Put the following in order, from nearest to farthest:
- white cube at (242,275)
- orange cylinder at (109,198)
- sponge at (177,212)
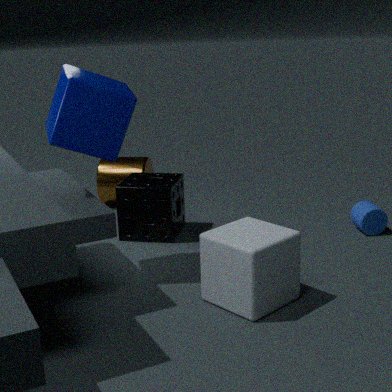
white cube at (242,275)
sponge at (177,212)
orange cylinder at (109,198)
